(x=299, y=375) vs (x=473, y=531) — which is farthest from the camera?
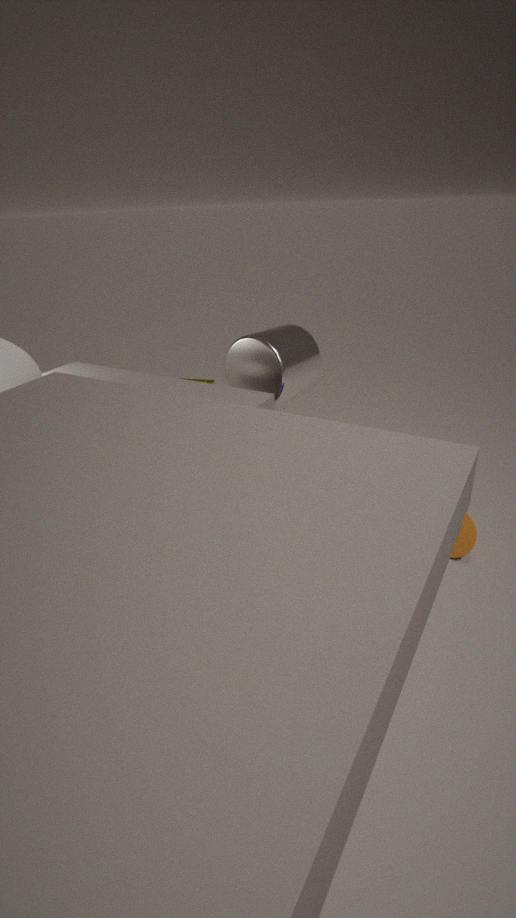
(x=299, y=375)
